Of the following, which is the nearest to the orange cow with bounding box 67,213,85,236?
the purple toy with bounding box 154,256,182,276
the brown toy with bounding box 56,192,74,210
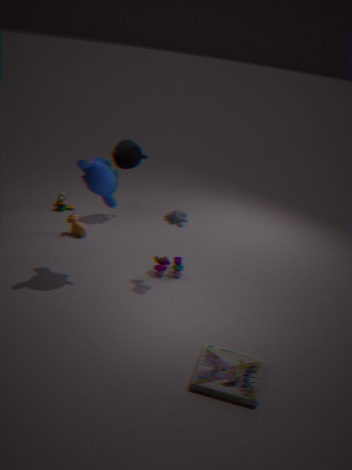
the brown toy with bounding box 56,192,74,210
